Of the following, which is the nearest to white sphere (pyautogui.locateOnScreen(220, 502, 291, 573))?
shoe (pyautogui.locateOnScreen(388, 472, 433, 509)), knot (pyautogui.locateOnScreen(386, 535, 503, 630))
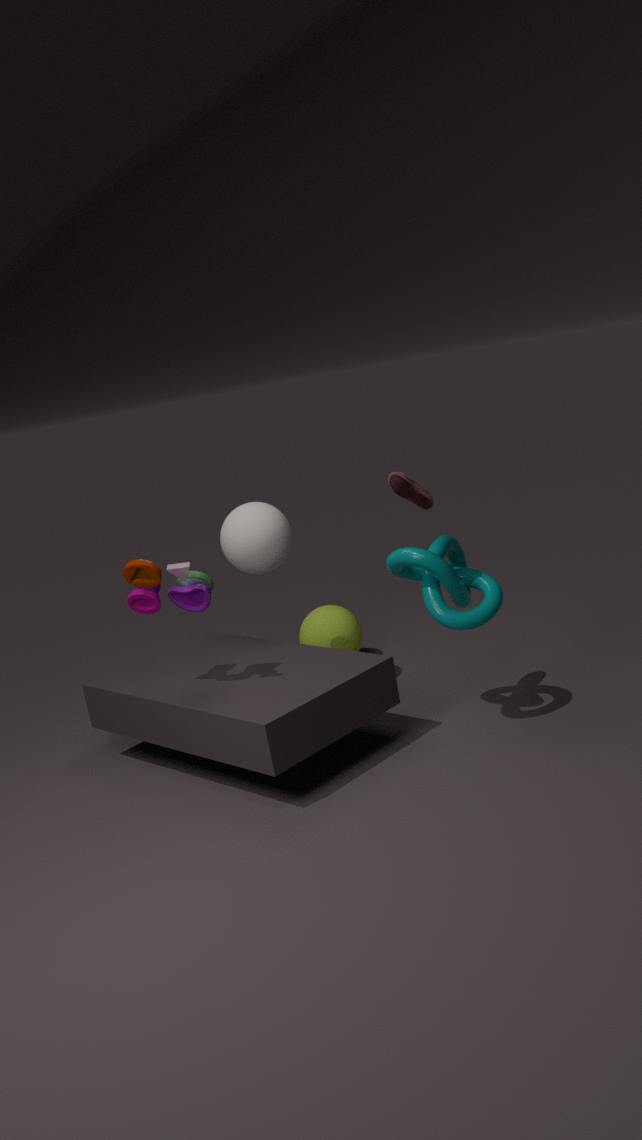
knot (pyautogui.locateOnScreen(386, 535, 503, 630))
